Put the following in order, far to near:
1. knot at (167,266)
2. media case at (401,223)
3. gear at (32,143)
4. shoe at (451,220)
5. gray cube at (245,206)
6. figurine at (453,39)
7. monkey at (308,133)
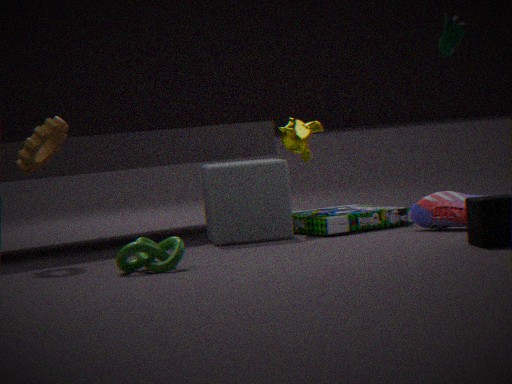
monkey at (308,133) < media case at (401,223) < gray cube at (245,206) < shoe at (451,220) < gear at (32,143) < figurine at (453,39) < knot at (167,266)
